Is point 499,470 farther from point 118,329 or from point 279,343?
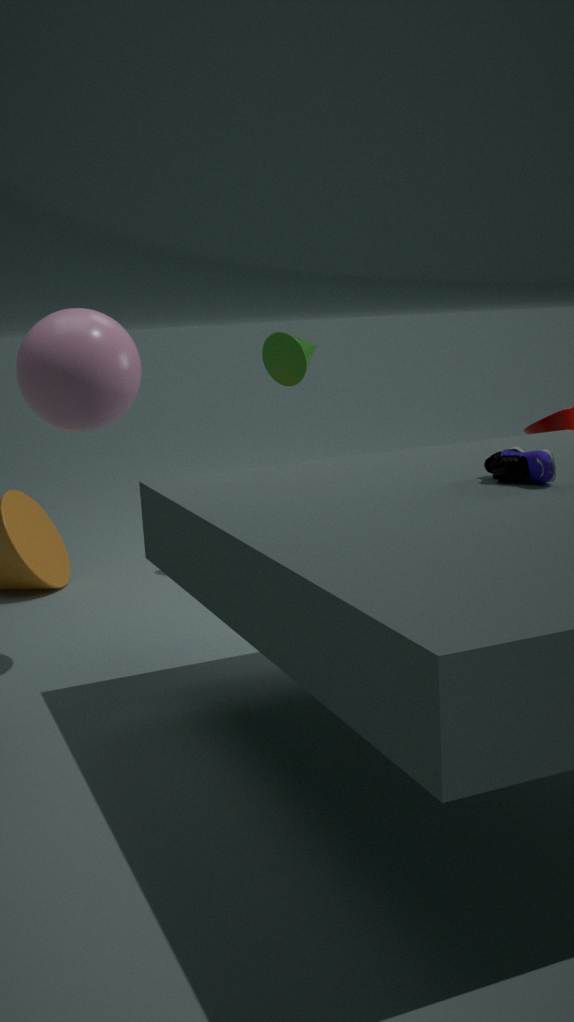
point 279,343
